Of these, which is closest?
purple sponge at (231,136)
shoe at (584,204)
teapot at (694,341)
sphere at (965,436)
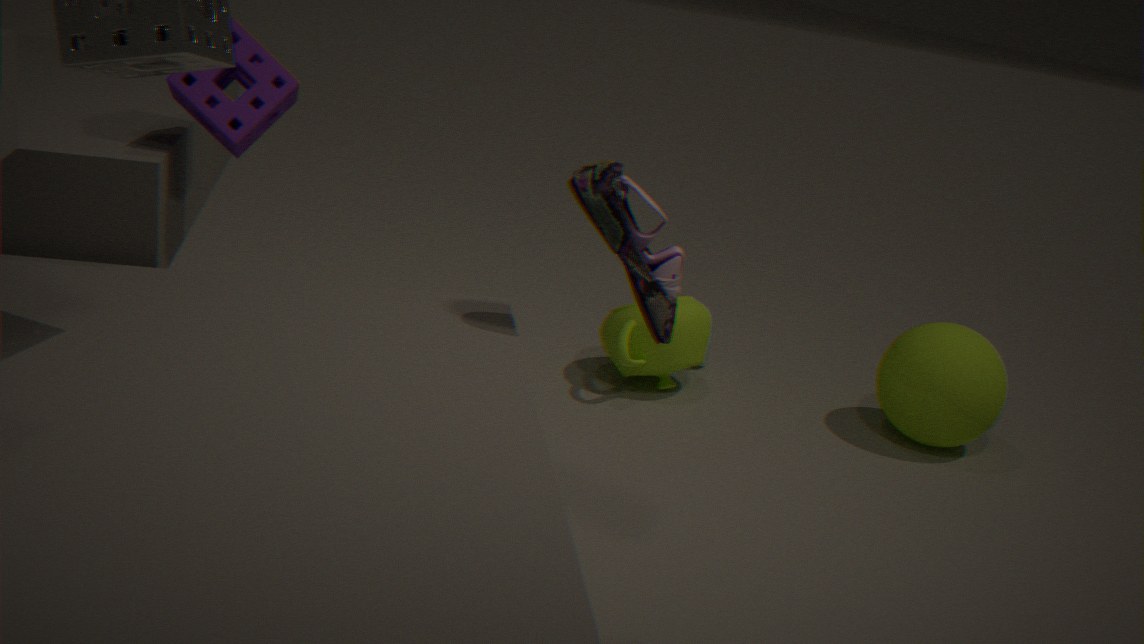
shoe at (584,204)
